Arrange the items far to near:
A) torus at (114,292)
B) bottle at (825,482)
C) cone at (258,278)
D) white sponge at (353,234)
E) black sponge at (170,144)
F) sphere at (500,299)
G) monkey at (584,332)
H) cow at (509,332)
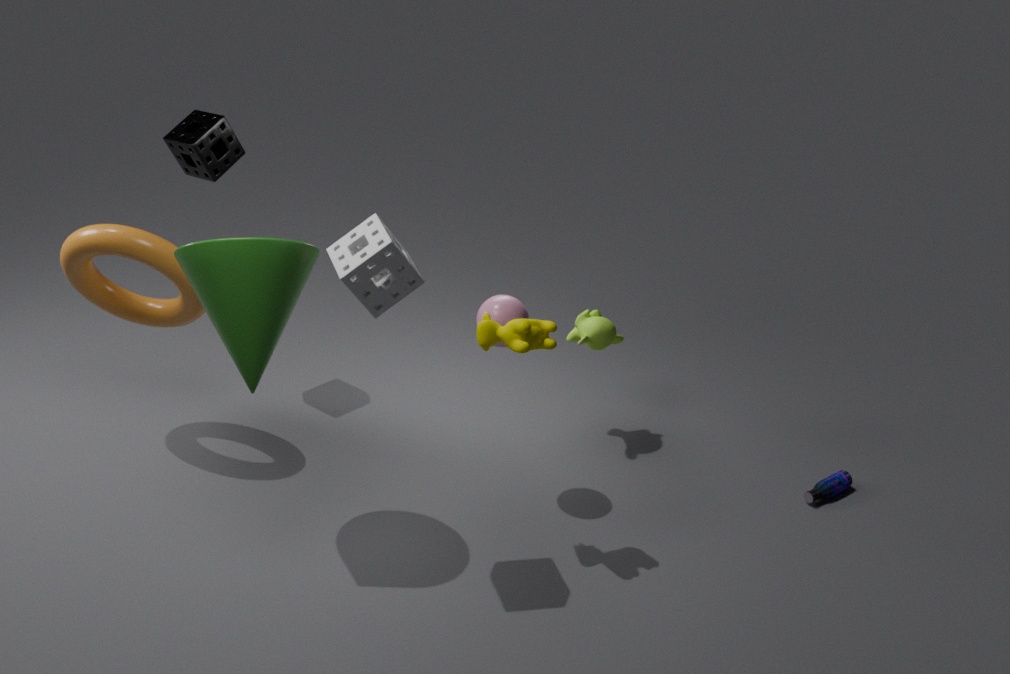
monkey at (584,332) < black sponge at (170,144) < bottle at (825,482) < torus at (114,292) < sphere at (500,299) < cow at (509,332) < cone at (258,278) < white sponge at (353,234)
